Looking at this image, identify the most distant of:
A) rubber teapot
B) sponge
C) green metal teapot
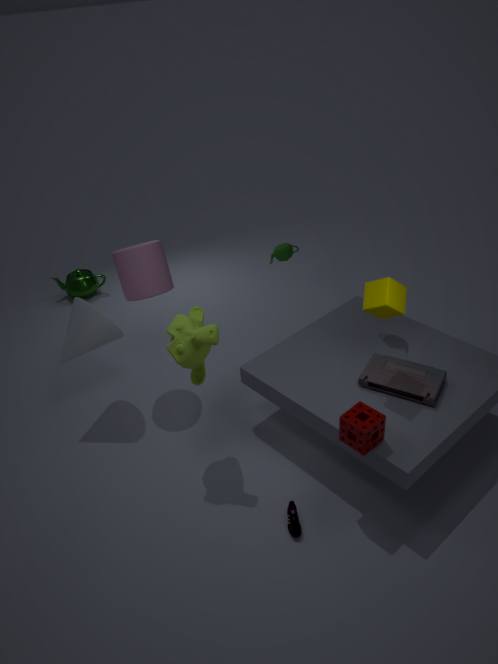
green metal teapot
